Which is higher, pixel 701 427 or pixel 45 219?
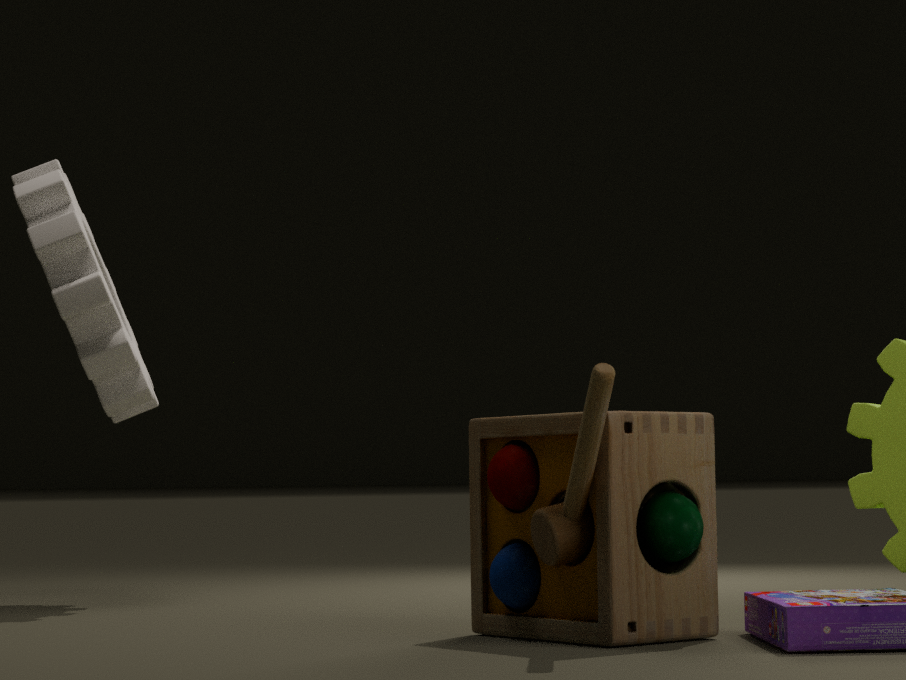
pixel 45 219
